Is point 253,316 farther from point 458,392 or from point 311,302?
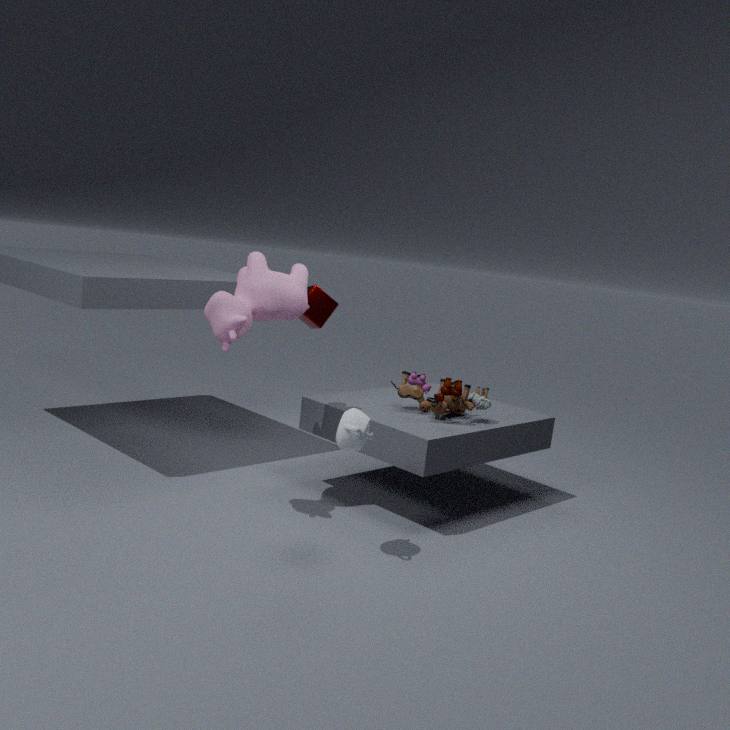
point 311,302
